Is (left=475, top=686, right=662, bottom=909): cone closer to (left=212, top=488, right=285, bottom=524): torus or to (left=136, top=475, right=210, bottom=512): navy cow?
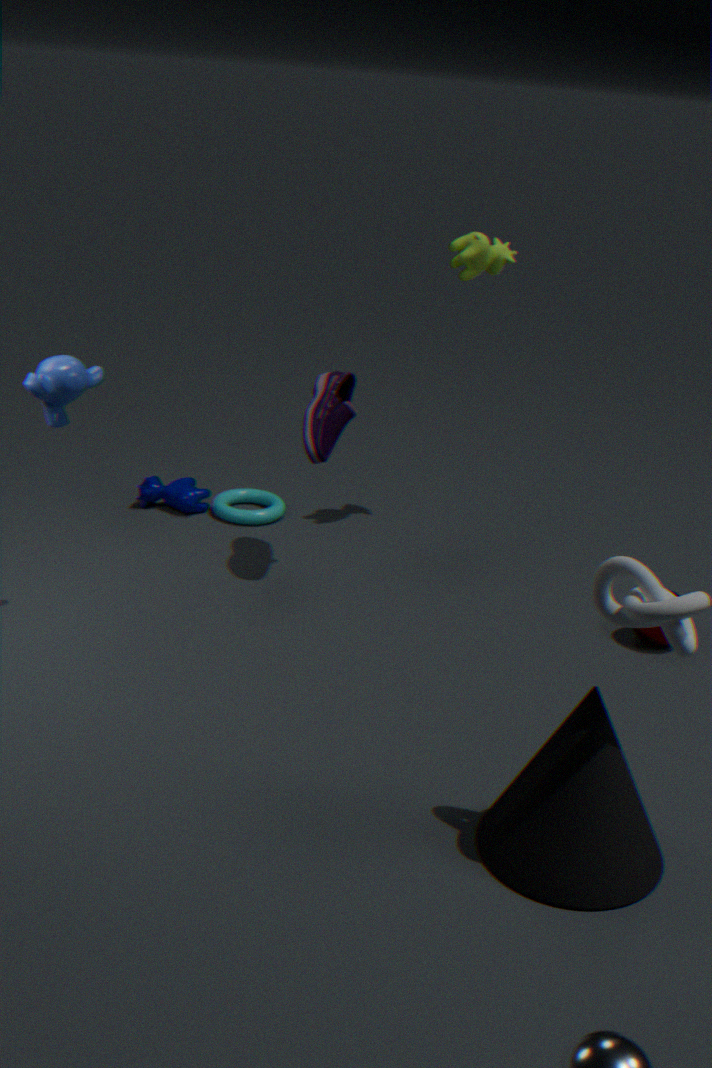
(left=212, top=488, right=285, bottom=524): torus
